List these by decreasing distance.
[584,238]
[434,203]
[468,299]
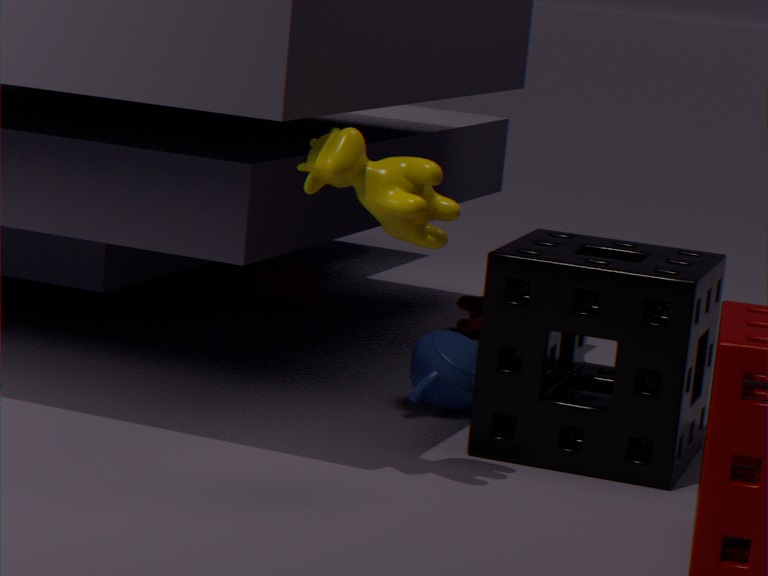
[468,299]
[584,238]
[434,203]
